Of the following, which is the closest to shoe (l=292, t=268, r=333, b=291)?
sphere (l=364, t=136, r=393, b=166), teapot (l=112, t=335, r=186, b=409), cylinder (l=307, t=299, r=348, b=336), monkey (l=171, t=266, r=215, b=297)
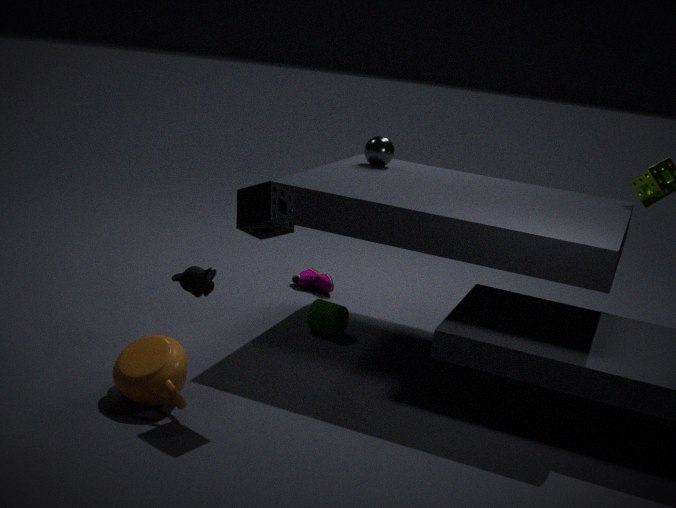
cylinder (l=307, t=299, r=348, b=336)
